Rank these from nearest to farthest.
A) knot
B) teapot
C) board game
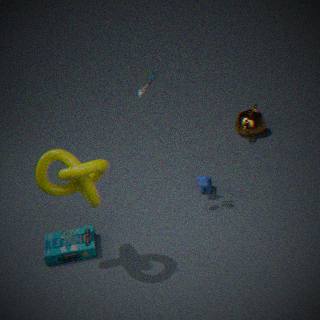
knot, board game, teapot
